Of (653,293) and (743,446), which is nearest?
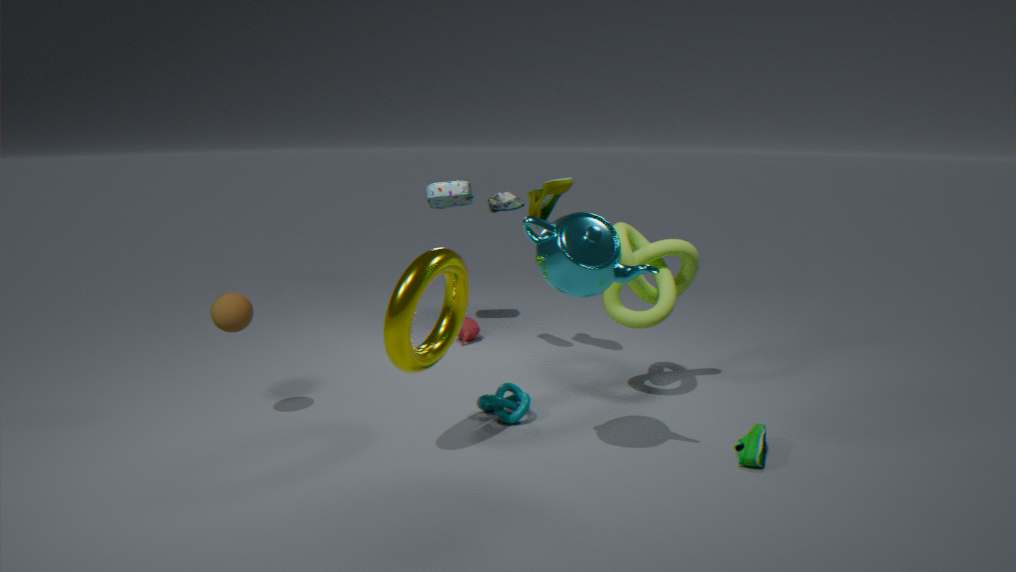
(743,446)
